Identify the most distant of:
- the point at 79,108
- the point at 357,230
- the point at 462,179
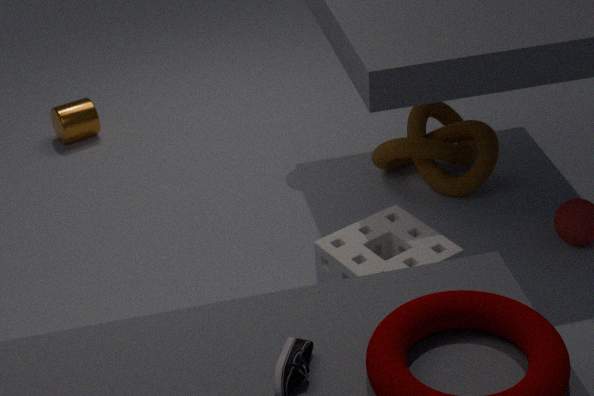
the point at 79,108
